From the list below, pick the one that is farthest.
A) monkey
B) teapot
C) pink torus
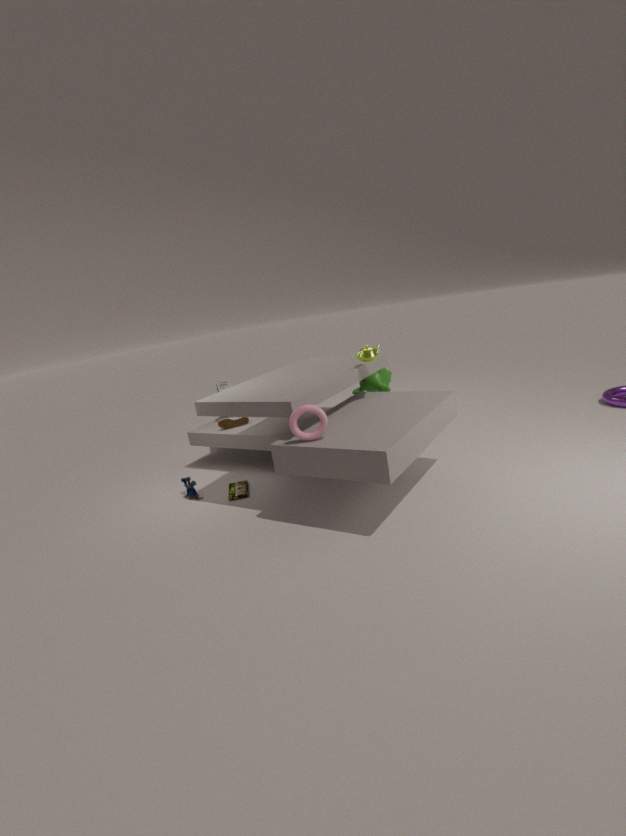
monkey
